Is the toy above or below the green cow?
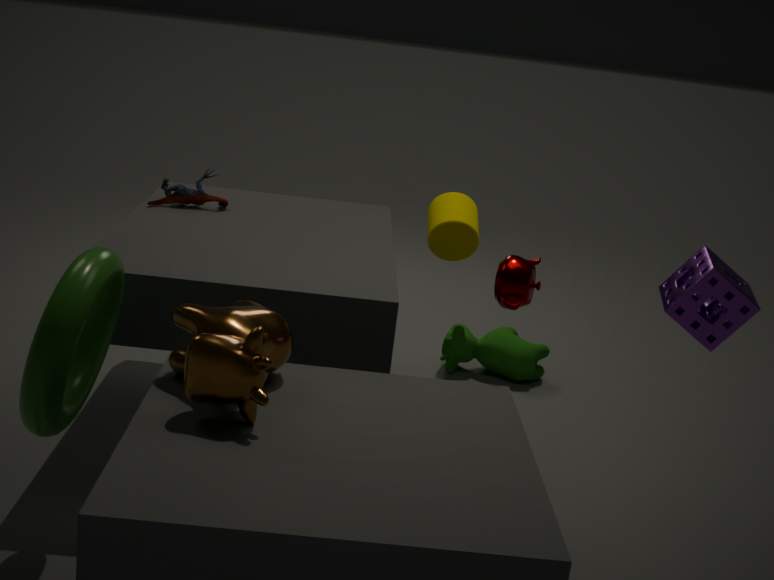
above
